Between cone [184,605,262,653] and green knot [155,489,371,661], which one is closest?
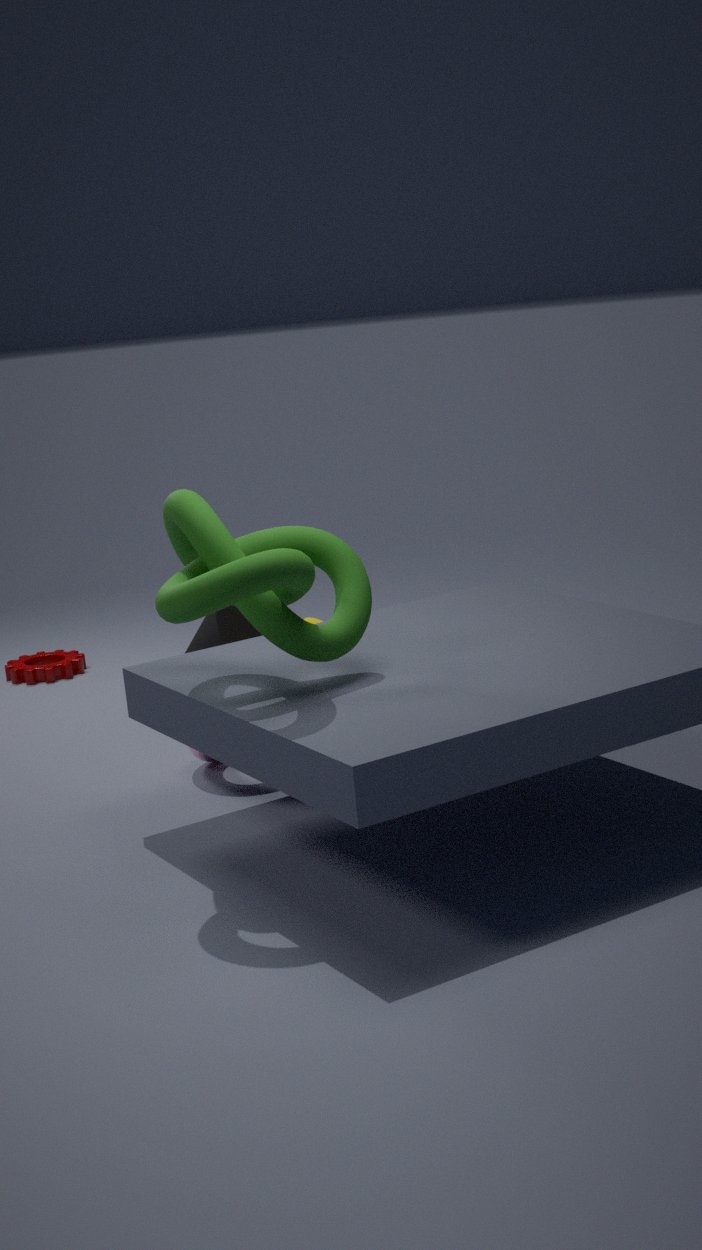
green knot [155,489,371,661]
